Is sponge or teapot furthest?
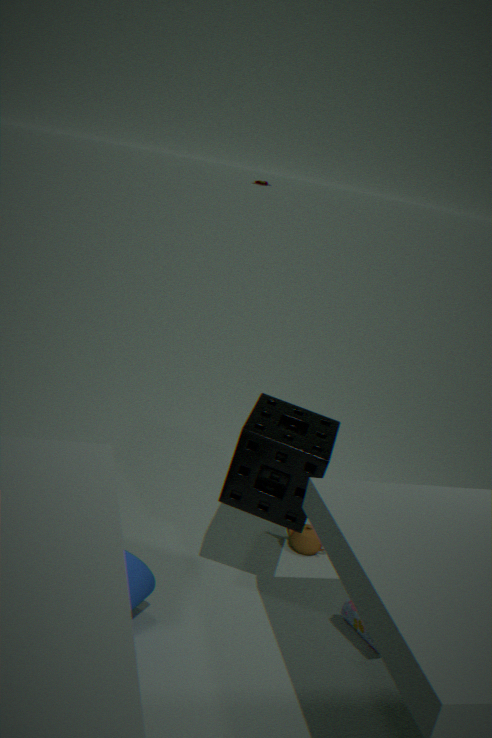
teapot
